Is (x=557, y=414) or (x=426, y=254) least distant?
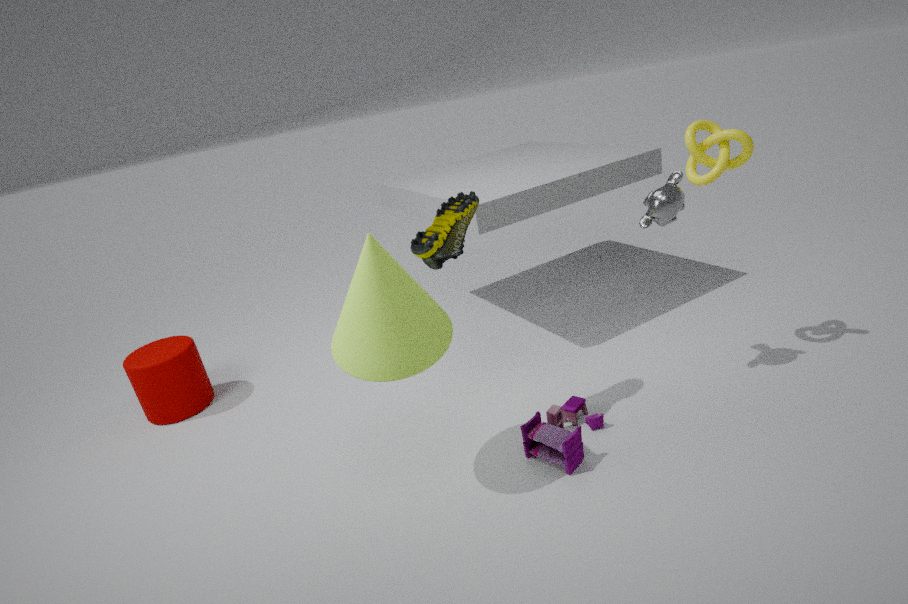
(x=426, y=254)
